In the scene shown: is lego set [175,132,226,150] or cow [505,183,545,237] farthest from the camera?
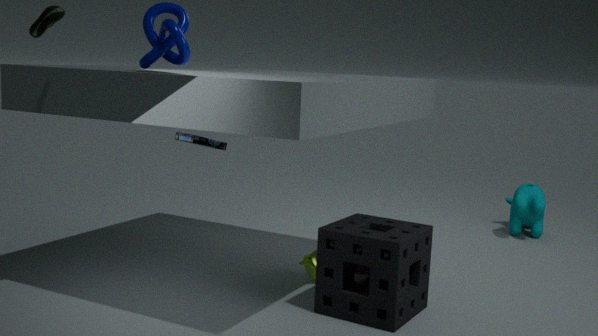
cow [505,183,545,237]
